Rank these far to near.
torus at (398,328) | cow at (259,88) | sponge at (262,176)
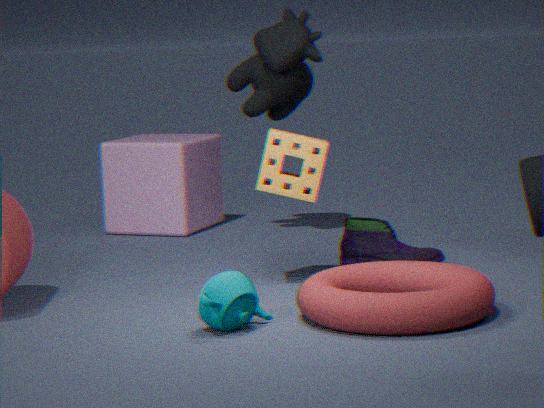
cow at (259,88) → sponge at (262,176) → torus at (398,328)
